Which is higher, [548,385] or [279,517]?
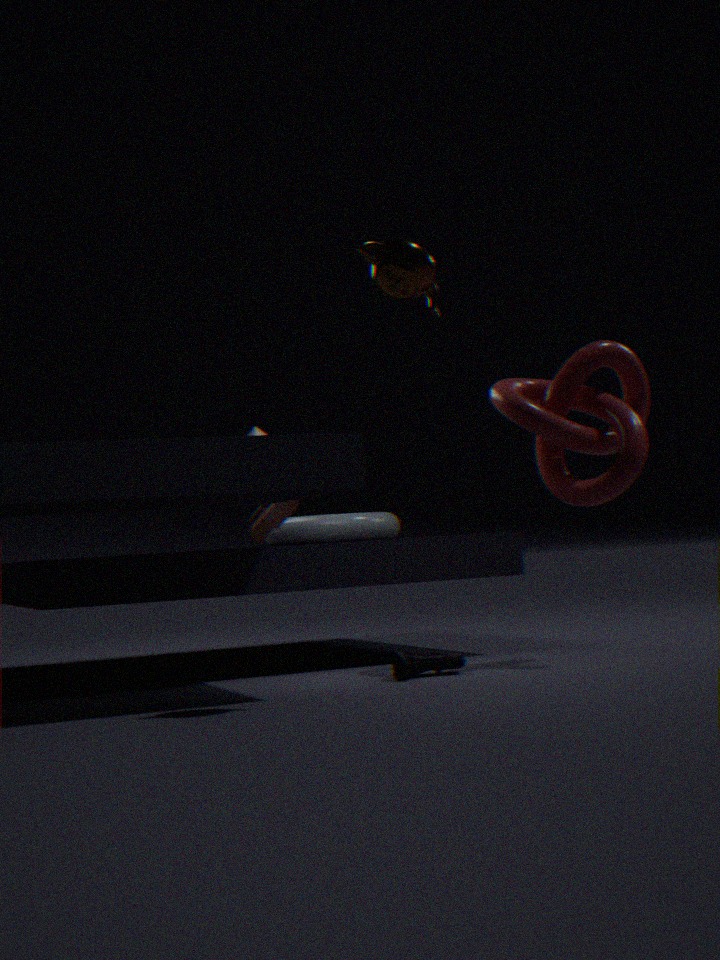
[548,385]
